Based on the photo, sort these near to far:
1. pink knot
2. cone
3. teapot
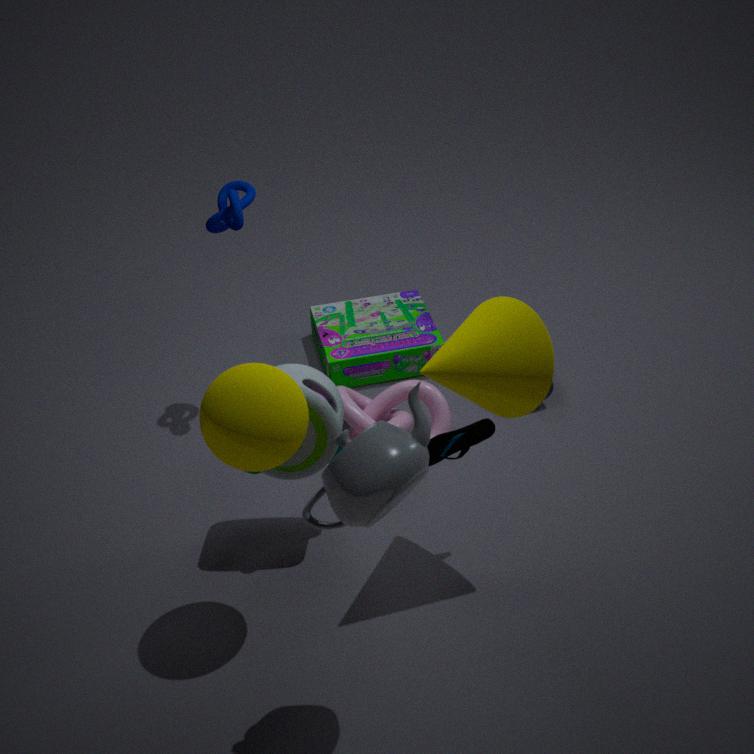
1. teapot
2. cone
3. pink knot
